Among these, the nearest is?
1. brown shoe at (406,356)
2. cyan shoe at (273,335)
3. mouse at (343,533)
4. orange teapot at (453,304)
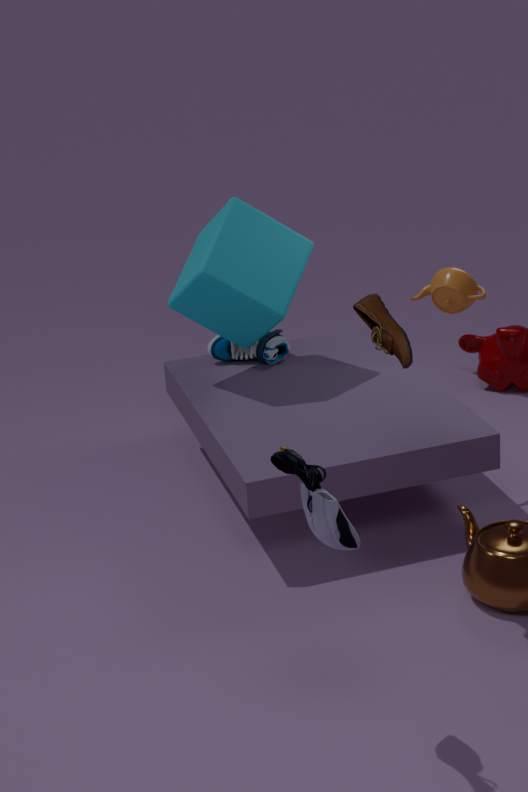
mouse at (343,533)
